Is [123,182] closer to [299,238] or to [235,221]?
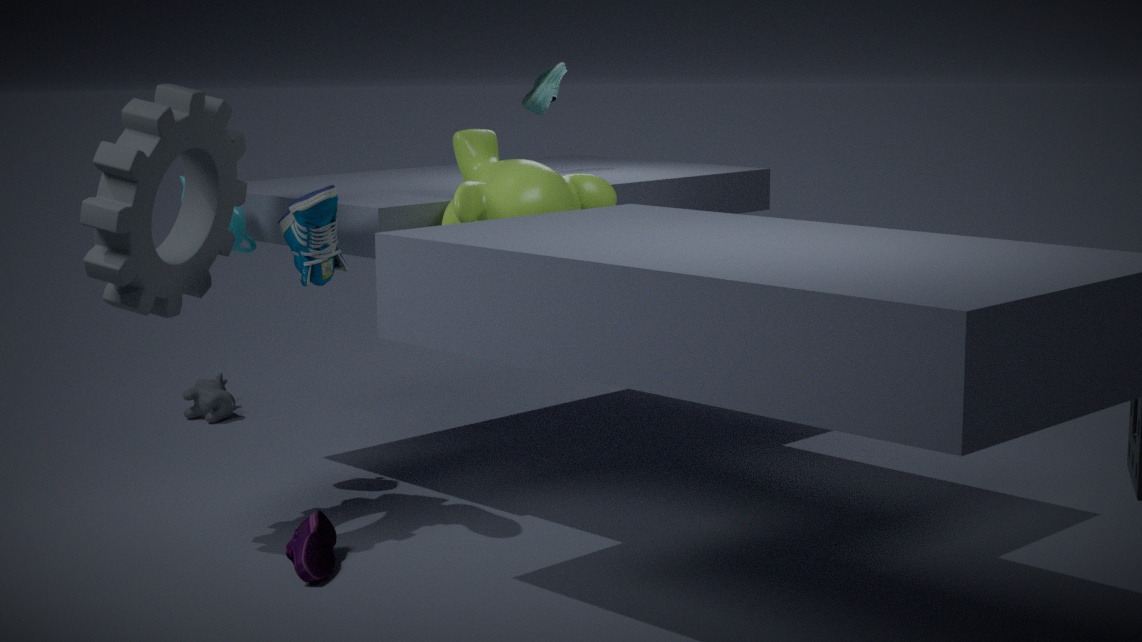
[299,238]
